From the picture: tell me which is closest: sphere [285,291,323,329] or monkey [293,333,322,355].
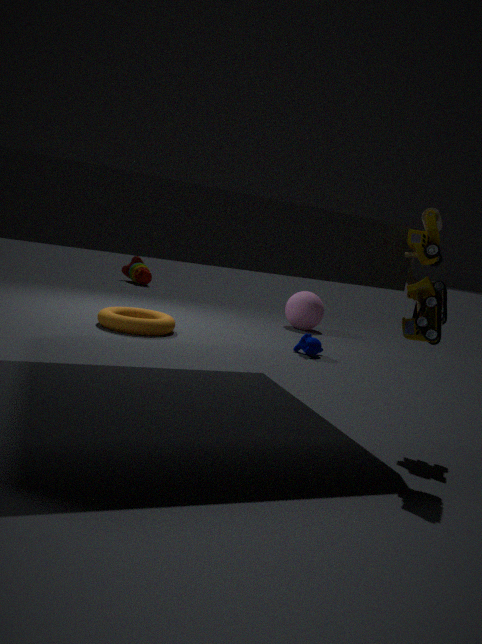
monkey [293,333,322,355]
